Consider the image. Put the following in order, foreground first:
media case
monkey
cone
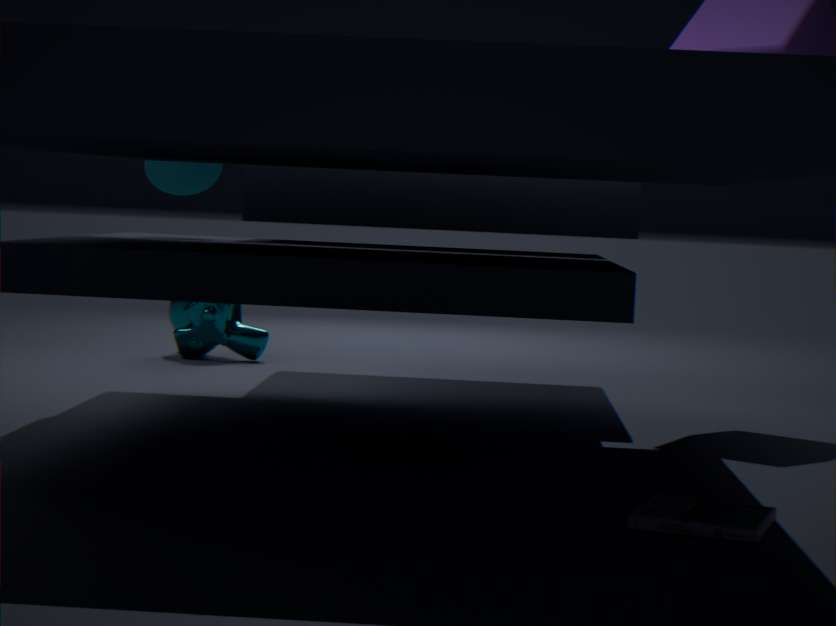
media case
cone
monkey
